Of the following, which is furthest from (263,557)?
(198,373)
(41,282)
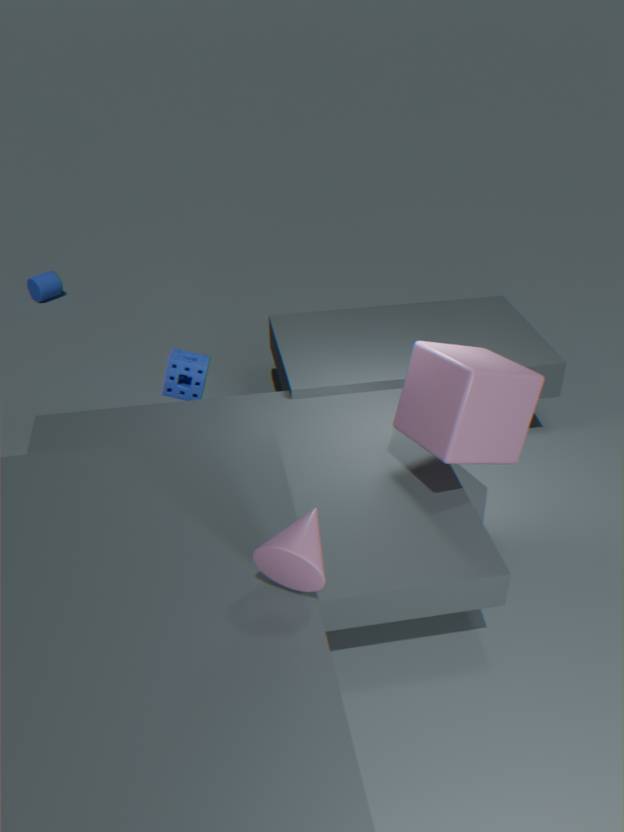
(41,282)
